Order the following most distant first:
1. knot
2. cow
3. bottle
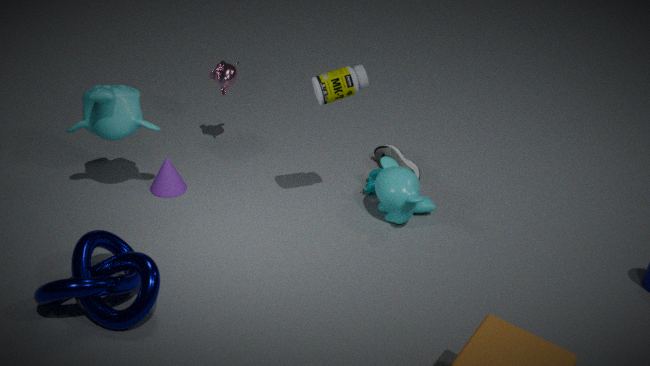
cow, bottle, knot
